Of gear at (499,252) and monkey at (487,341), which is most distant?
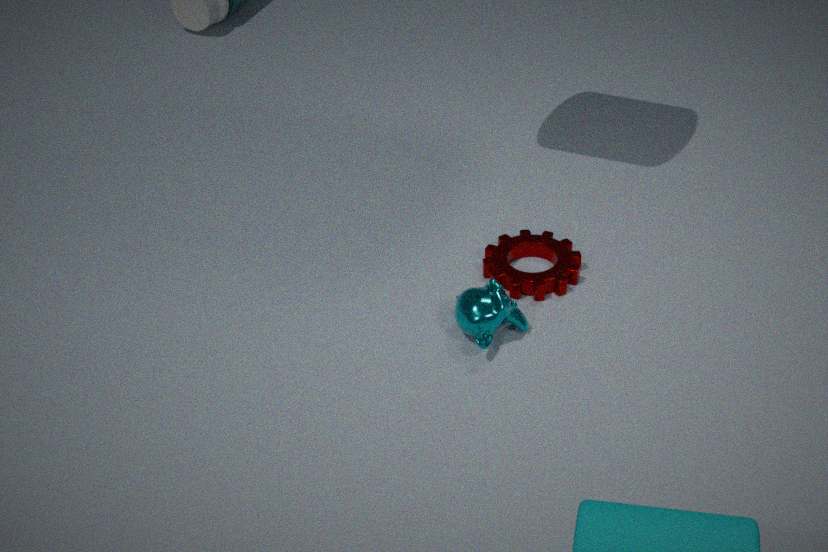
gear at (499,252)
